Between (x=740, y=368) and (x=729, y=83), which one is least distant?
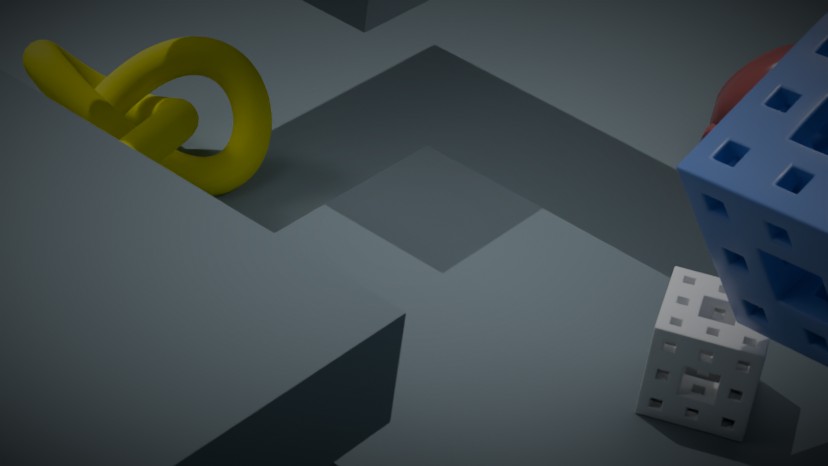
(x=740, y=368)
